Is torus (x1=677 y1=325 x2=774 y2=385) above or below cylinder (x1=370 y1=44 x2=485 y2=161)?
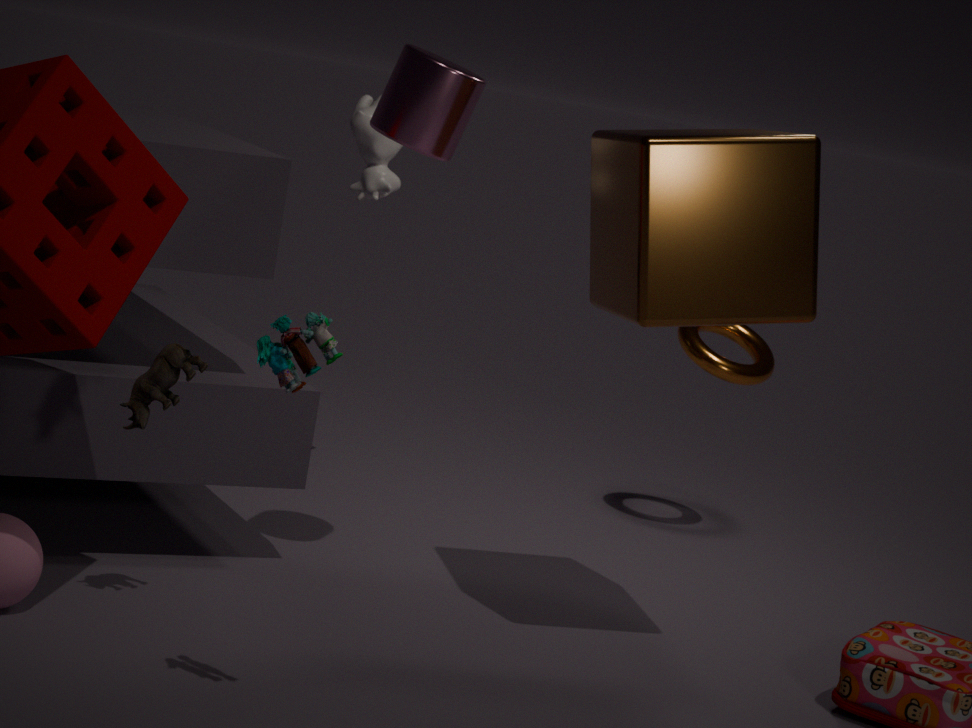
below
